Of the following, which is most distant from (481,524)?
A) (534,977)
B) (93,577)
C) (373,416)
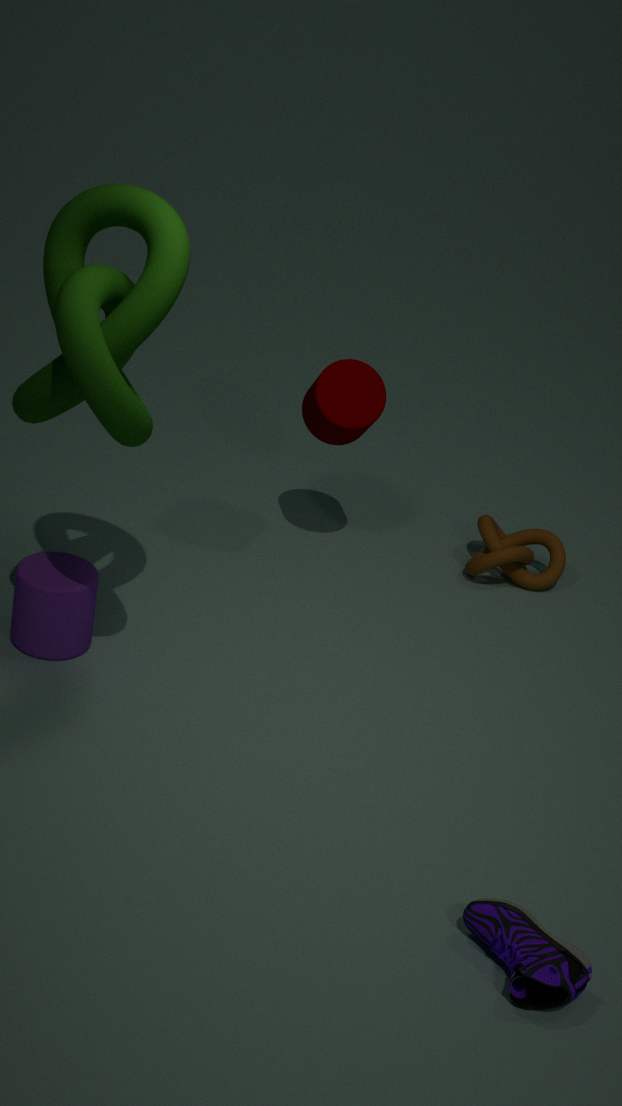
(534,977)
